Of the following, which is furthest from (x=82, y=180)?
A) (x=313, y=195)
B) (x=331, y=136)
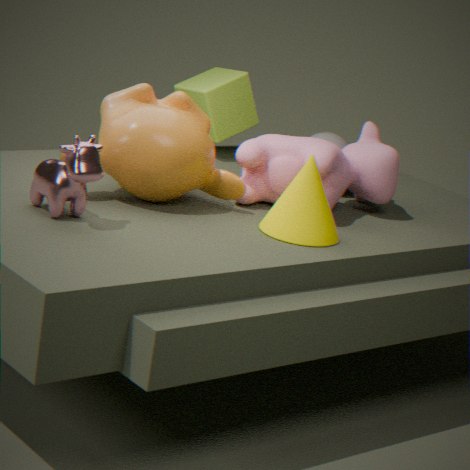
(x=331, y=136)
